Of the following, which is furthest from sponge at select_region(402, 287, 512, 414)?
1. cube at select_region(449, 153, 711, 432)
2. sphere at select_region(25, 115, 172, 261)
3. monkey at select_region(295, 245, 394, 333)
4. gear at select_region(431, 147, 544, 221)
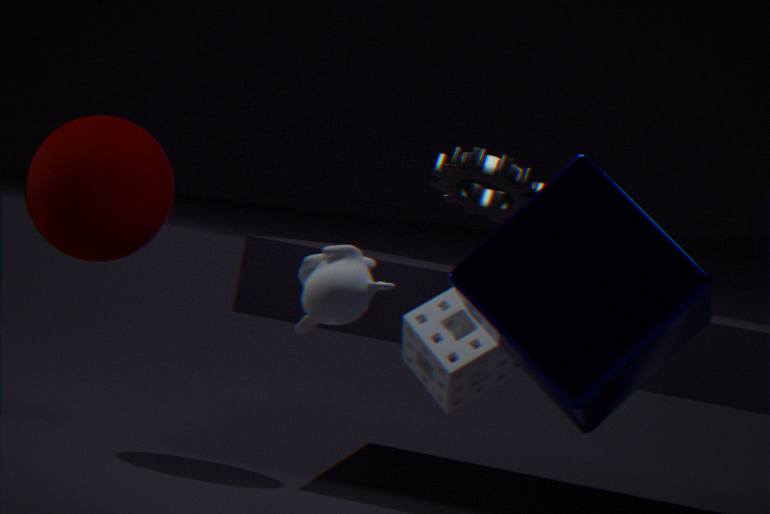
sphere at select_region(25, 115, 172, 261)
